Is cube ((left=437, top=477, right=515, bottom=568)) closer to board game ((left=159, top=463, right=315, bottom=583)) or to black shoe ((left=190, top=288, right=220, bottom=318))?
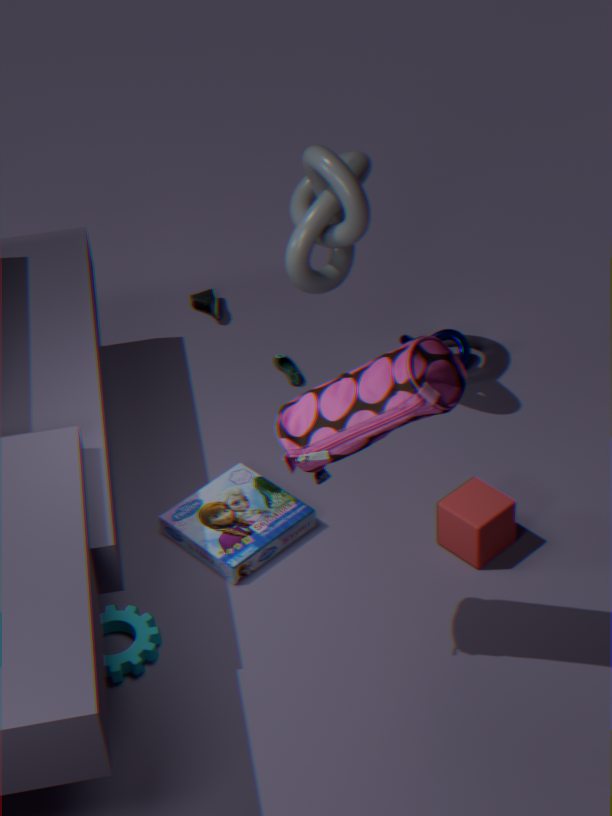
board game ((left=159, top=463, right=315, bottom=583))
